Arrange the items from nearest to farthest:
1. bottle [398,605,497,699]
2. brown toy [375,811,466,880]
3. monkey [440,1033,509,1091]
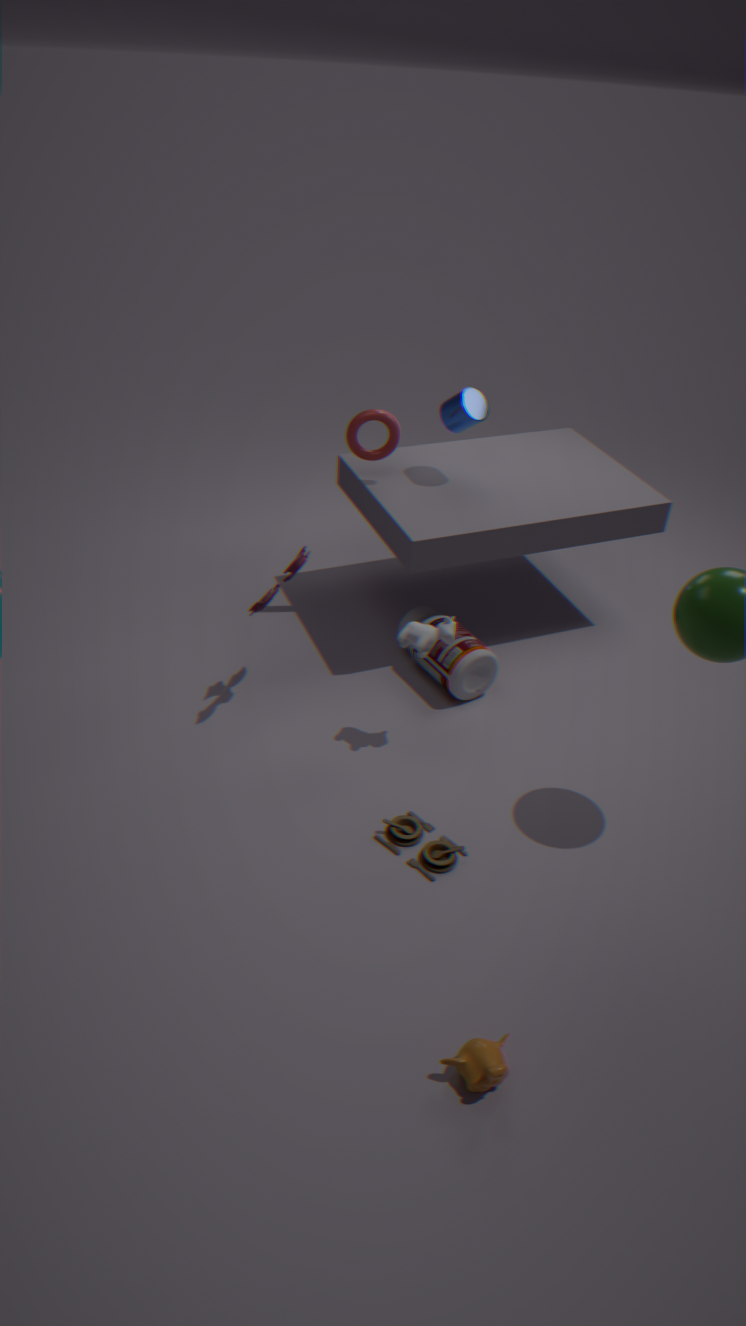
monkey [440,1033,509,1091]
brown toy [375,811,466,880]
bottle [398,605,497,699]
